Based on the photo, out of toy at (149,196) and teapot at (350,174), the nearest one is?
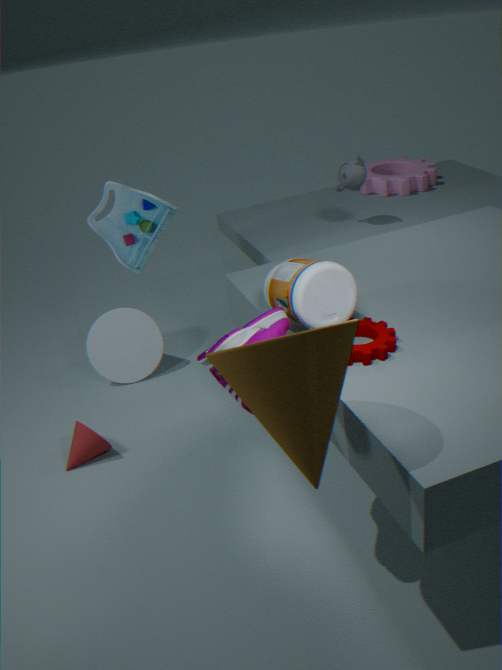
toy at (149,196)
